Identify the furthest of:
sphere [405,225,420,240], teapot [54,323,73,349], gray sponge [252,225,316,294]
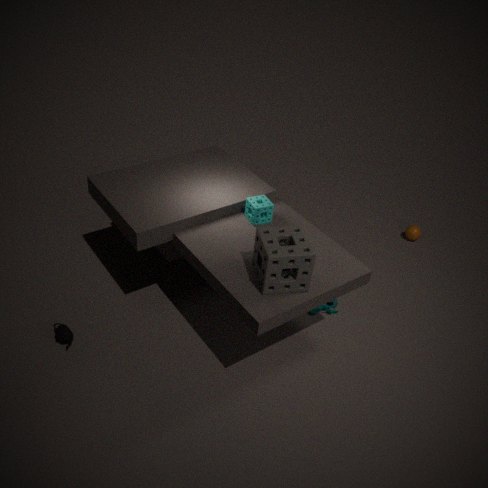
sphere [405,225,420,240]
